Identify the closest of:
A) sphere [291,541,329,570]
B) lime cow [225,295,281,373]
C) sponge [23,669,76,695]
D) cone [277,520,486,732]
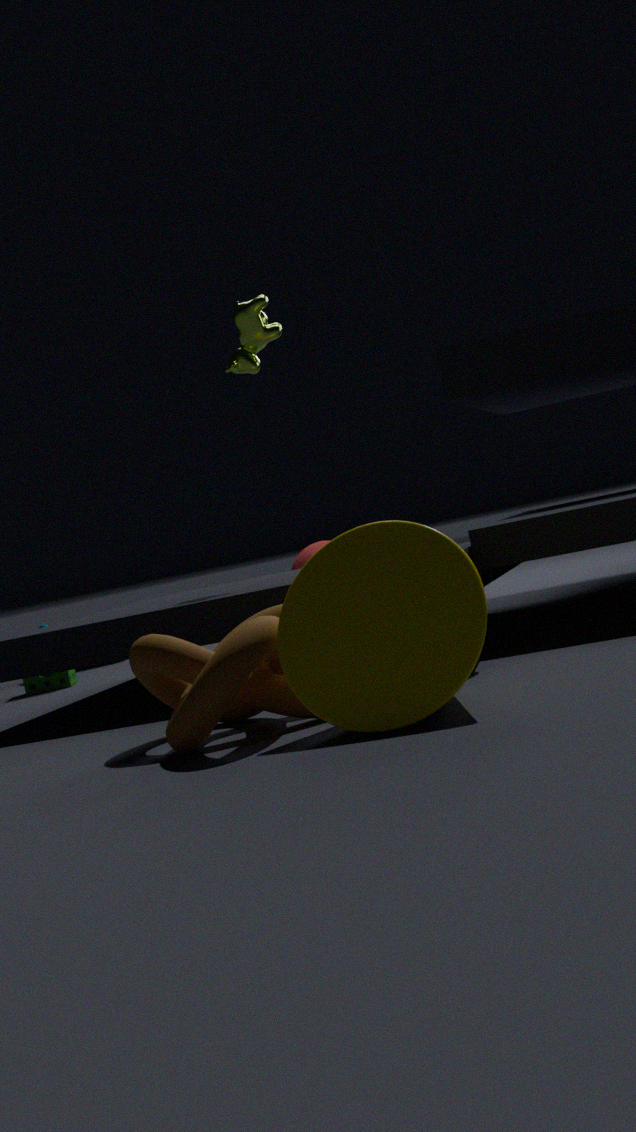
cone [277,520,486,732]
